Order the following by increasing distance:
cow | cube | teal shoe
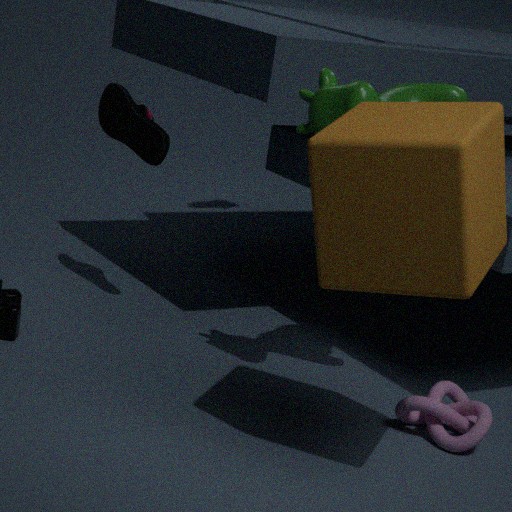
cube, cow, teal shoe
